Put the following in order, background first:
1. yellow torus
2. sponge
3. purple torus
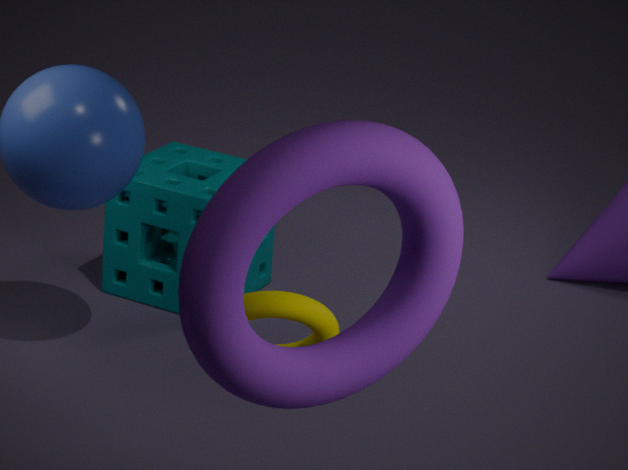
sponge → yellow torus → purple torus
